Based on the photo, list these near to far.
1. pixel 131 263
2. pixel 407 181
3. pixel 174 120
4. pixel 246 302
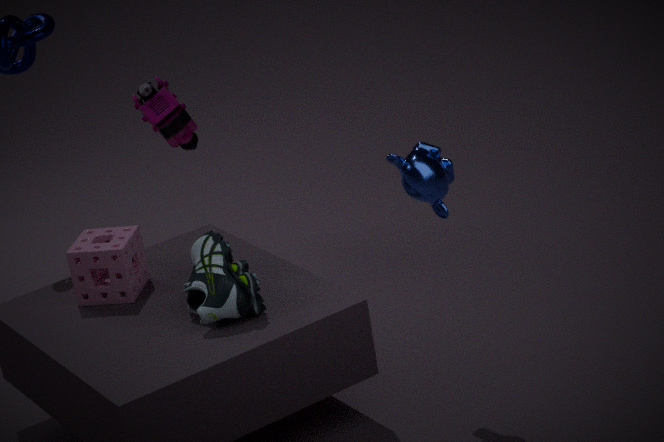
1. pixel 407 181
2. pixel 246 302
3. pixel 131 263
4. pixel 174 120
